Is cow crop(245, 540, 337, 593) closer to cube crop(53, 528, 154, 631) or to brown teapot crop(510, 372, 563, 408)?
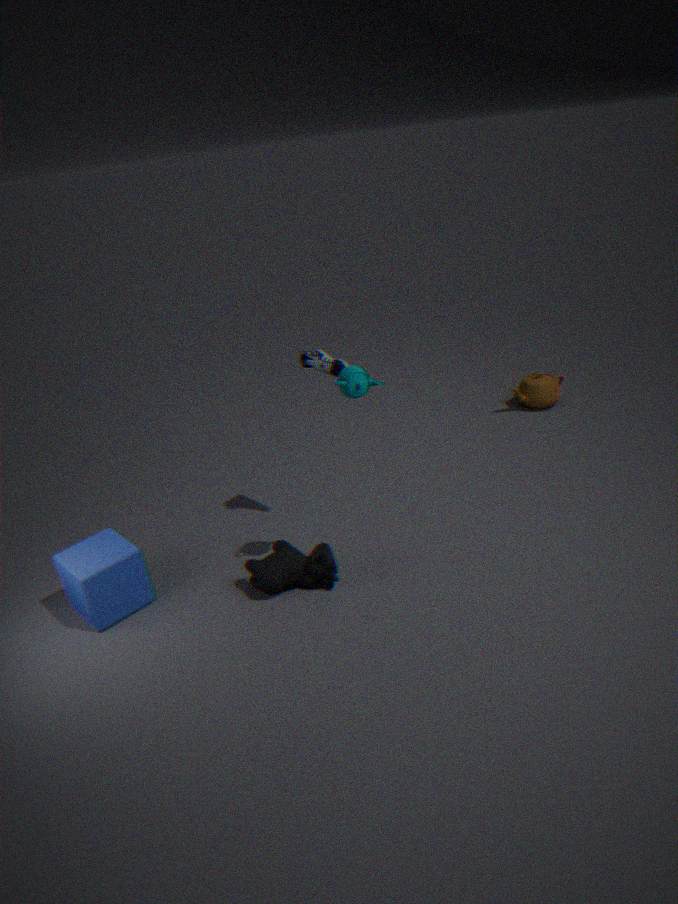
cube crop(53, 528, 154, 631)
